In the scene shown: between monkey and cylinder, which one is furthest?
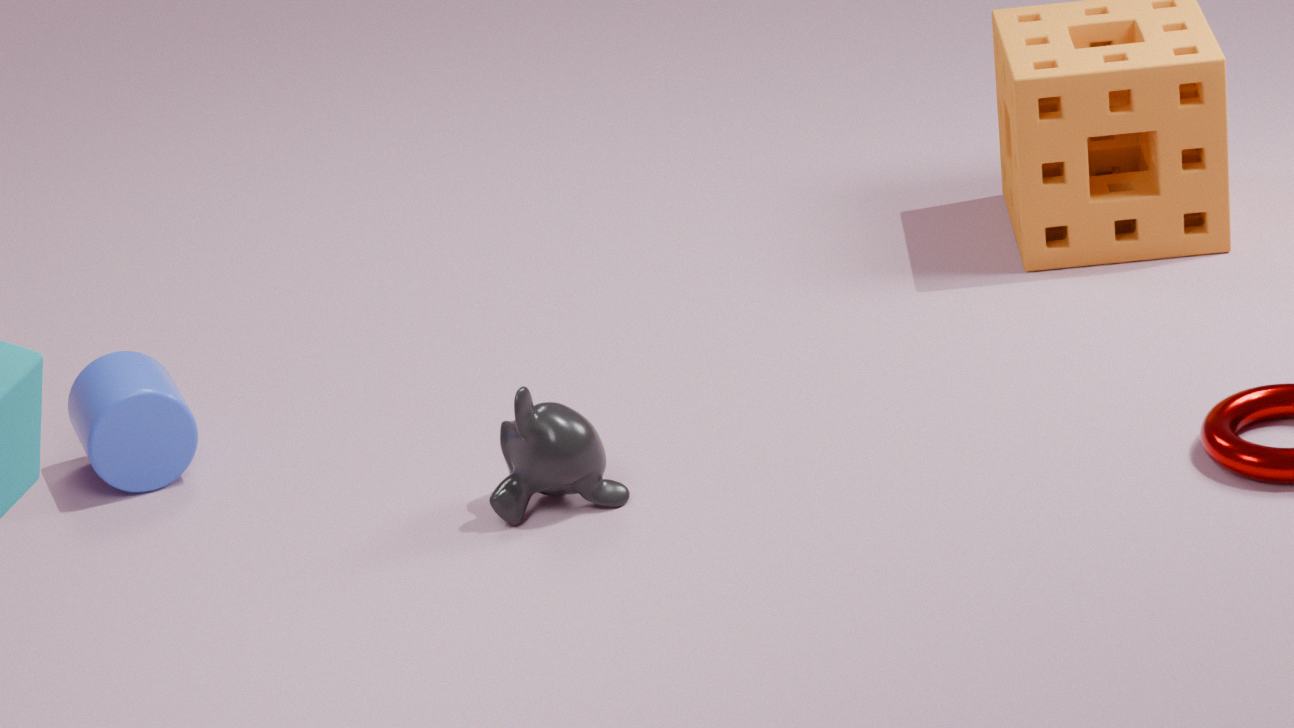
cylinder
